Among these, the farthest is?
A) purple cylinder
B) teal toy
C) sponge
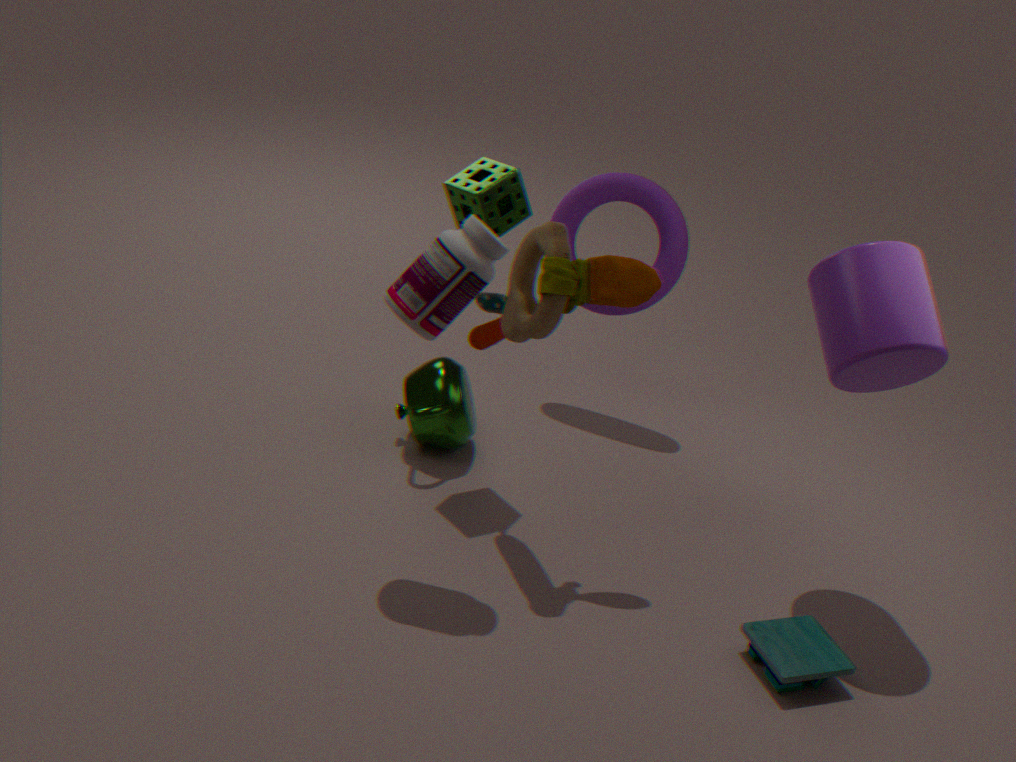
sponge
